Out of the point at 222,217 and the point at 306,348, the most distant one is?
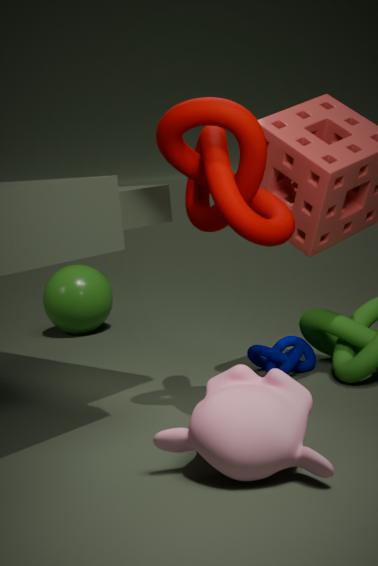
the point at 306,348
